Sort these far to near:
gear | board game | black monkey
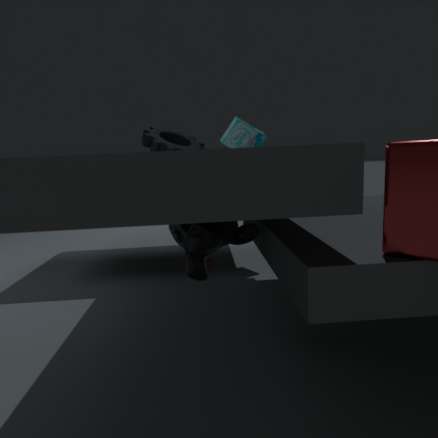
board game < gear < black monkey
